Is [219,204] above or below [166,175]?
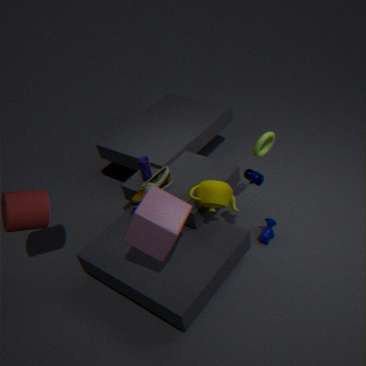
above
